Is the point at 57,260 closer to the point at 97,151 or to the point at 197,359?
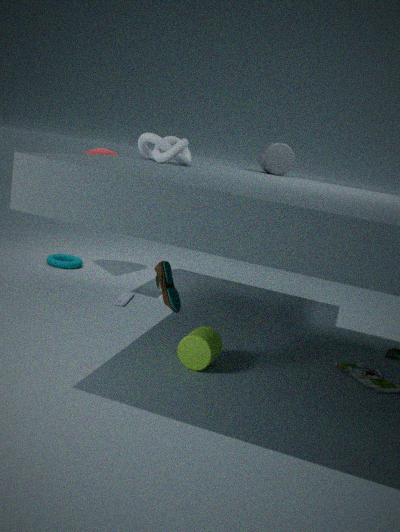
the point at 97,151
